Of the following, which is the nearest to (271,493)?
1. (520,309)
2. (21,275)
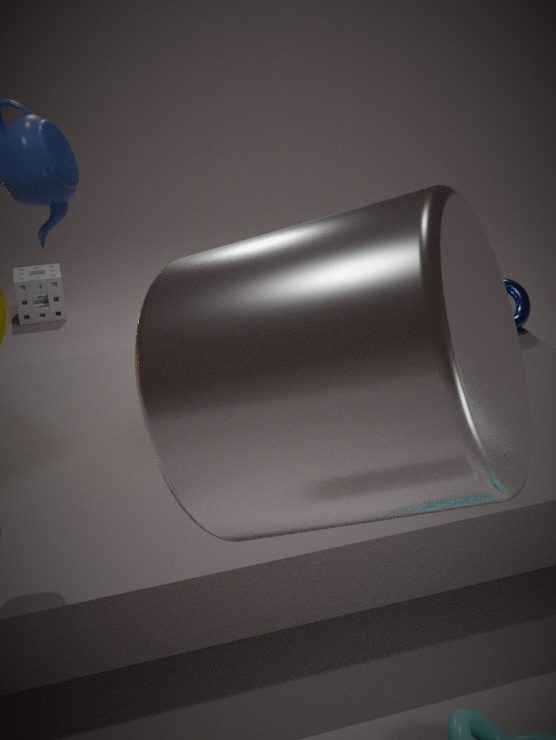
(520,309)
